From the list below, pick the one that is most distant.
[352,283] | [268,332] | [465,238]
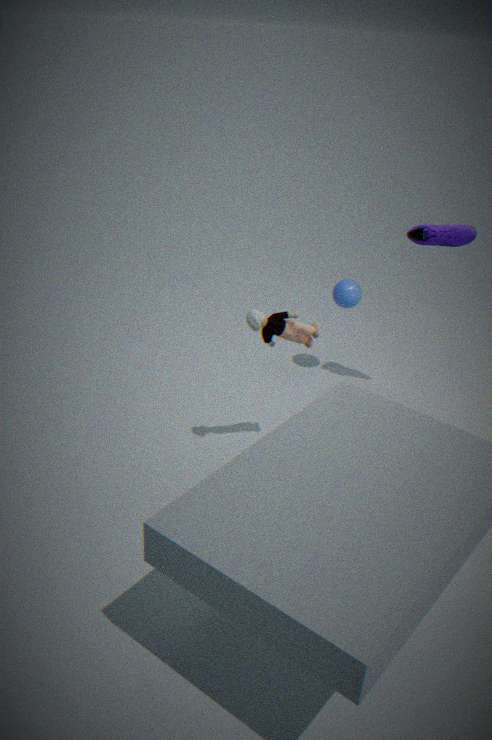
[352,283]
